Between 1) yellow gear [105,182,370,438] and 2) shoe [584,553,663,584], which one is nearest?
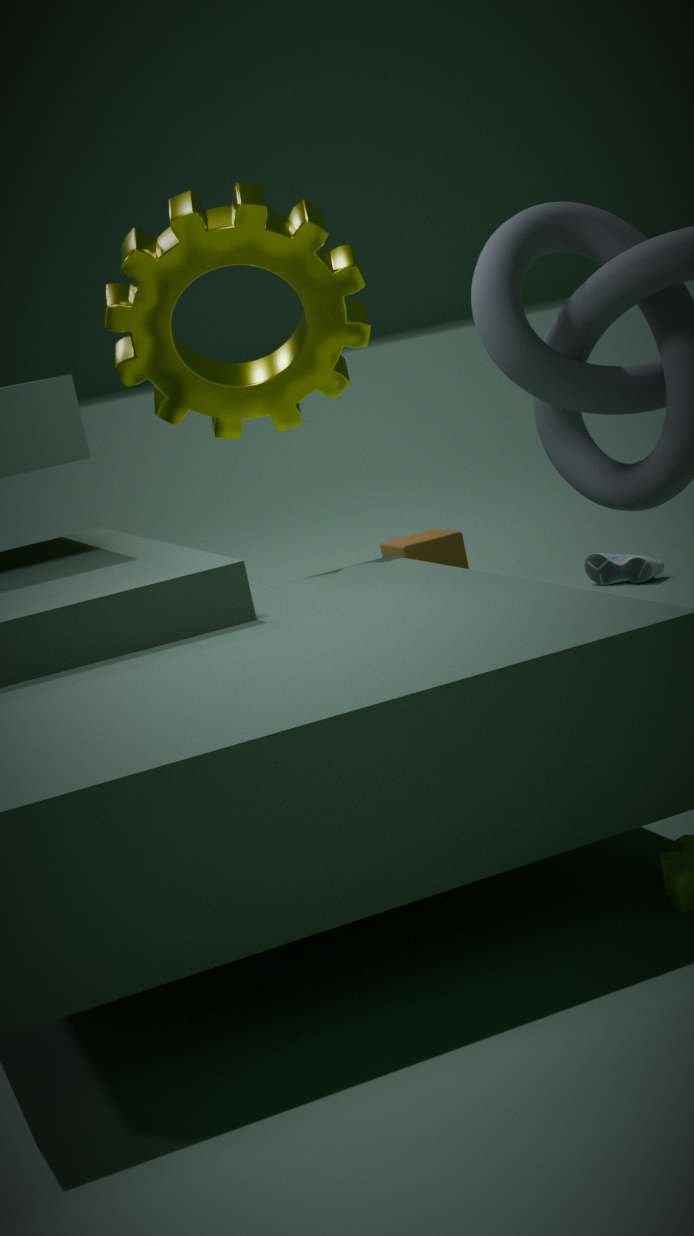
1. yellow gear [105,182,370,438]
